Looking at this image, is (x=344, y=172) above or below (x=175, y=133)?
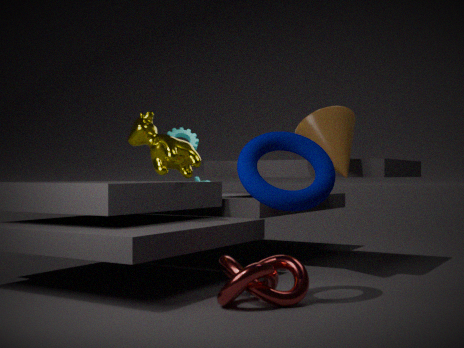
below
